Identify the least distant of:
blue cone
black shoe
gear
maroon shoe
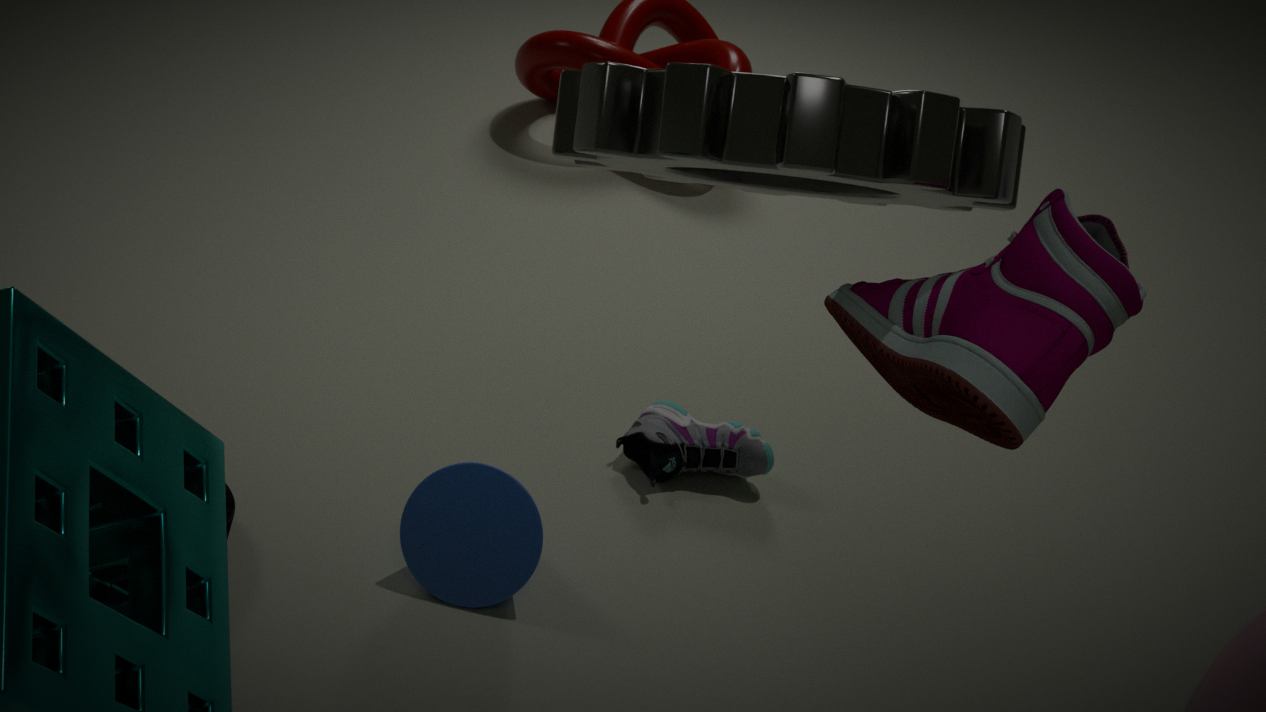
maroon shoe
